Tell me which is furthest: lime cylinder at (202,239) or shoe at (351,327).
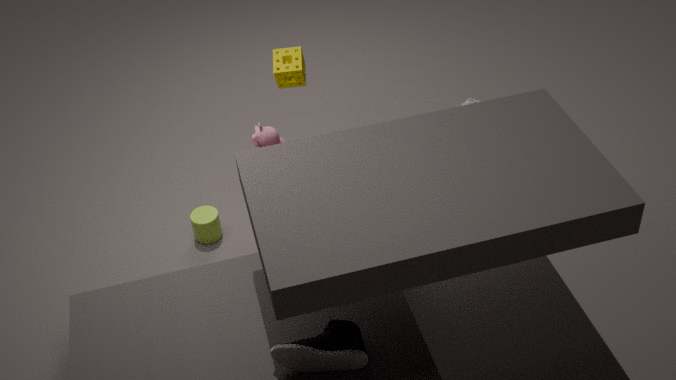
lime cylinder at (202,239)
